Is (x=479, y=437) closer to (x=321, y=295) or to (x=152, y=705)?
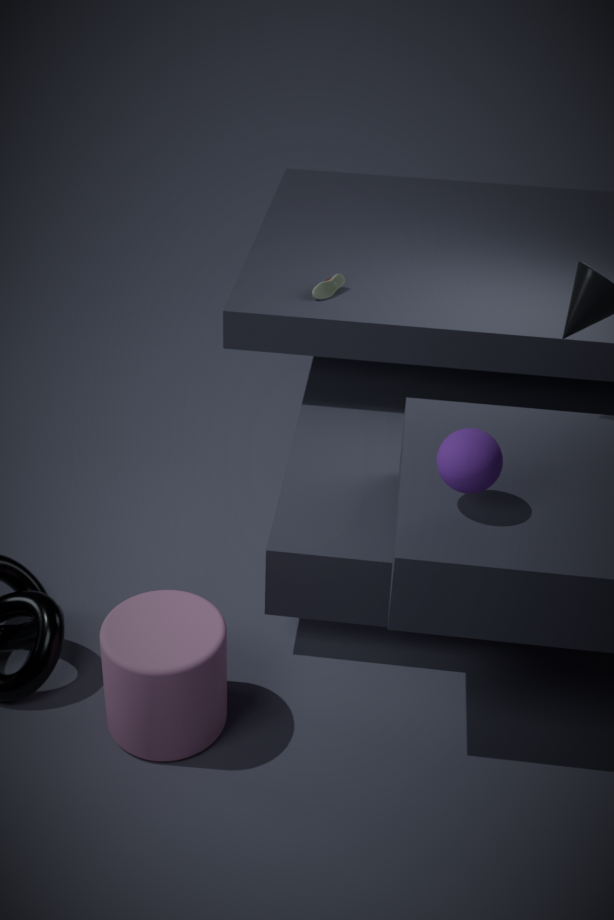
(x=152, y=705)
